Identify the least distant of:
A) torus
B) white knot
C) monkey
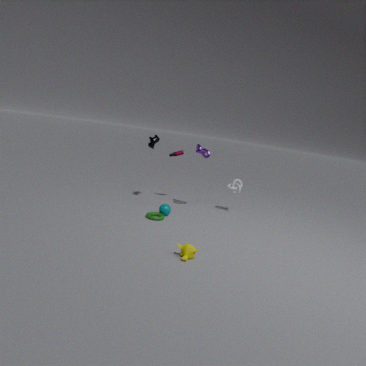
monkey
